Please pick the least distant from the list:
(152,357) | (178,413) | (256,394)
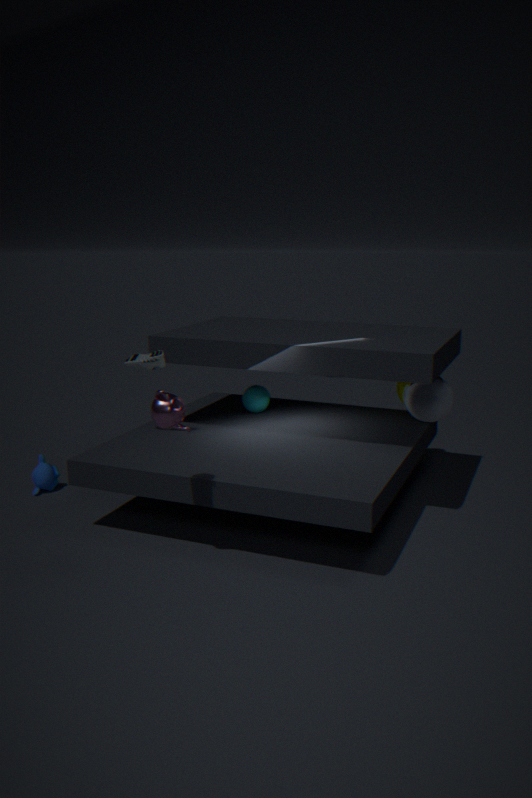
(178,413)
